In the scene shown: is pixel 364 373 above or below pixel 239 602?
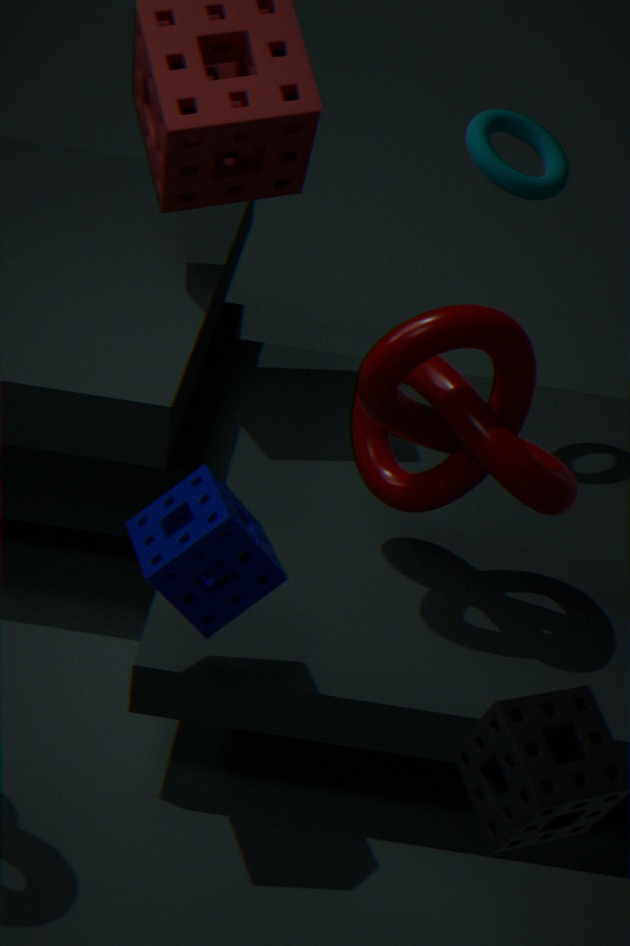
above
